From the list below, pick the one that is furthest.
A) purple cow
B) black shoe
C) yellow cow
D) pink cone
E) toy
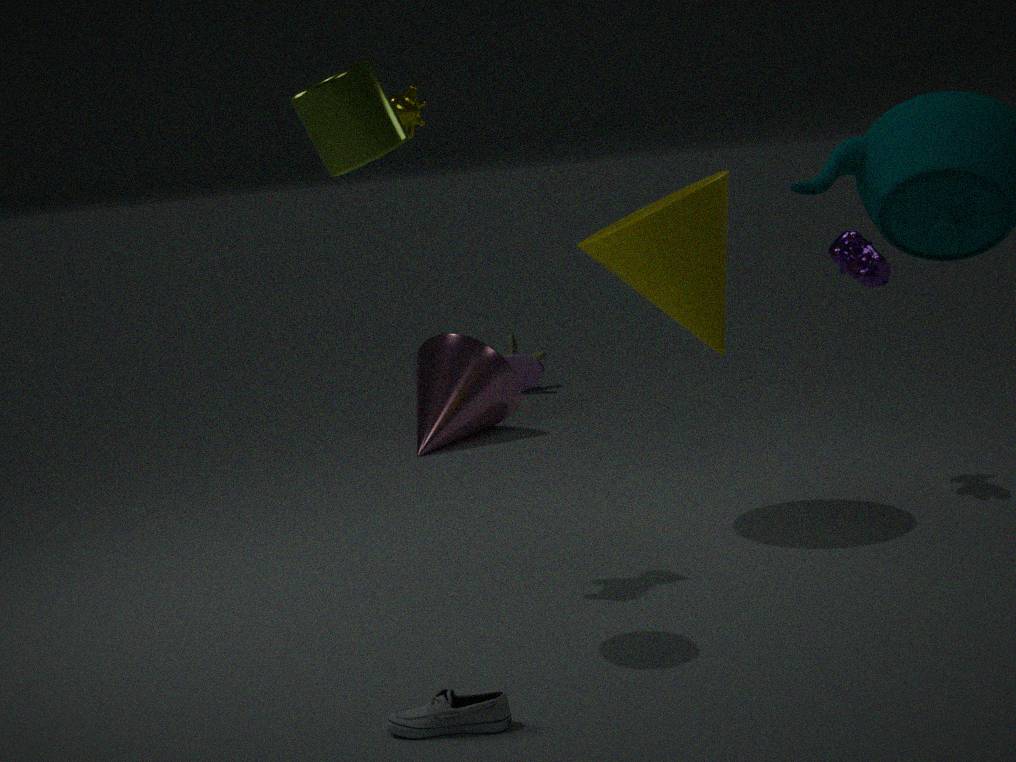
toy
